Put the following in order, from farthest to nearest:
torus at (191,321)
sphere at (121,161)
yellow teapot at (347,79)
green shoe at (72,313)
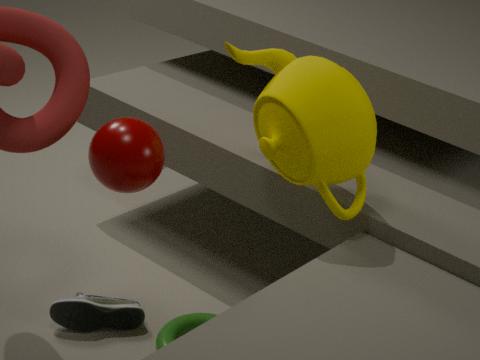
green shoe at (72,313), torus at (191,321), yellow teapot at (347,79), sphere at (121,161)
